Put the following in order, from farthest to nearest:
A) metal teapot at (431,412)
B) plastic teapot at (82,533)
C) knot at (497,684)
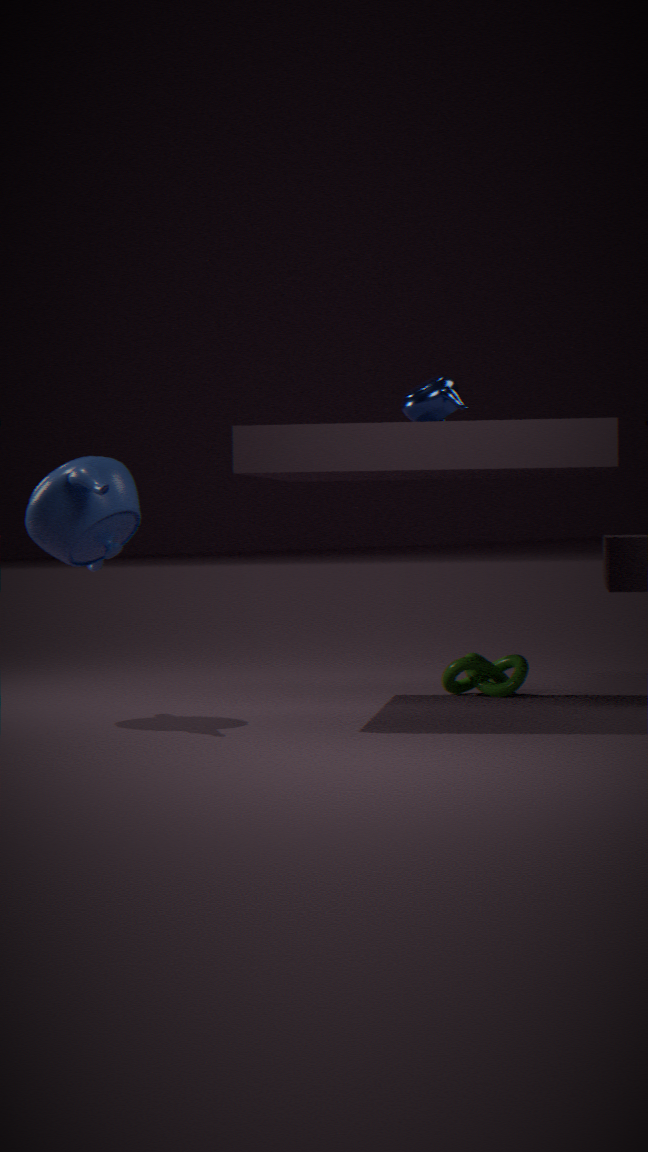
knot at (497,684) < metal teapot at (431,412) < plastic teapot at (82,533)
